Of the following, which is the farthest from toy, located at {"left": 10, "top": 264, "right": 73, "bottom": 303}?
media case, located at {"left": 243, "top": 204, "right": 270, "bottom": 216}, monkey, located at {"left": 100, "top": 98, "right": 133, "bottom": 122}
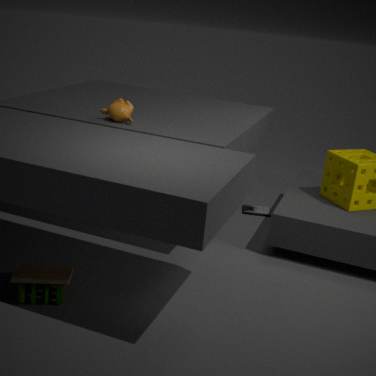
media case, located at {"left": 243, "top": 204, "right": 270, "bottom": 216}
